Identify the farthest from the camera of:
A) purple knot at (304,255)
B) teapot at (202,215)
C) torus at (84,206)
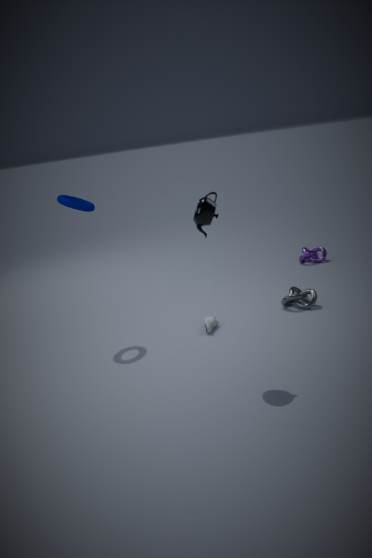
purple knot at (304,255)
